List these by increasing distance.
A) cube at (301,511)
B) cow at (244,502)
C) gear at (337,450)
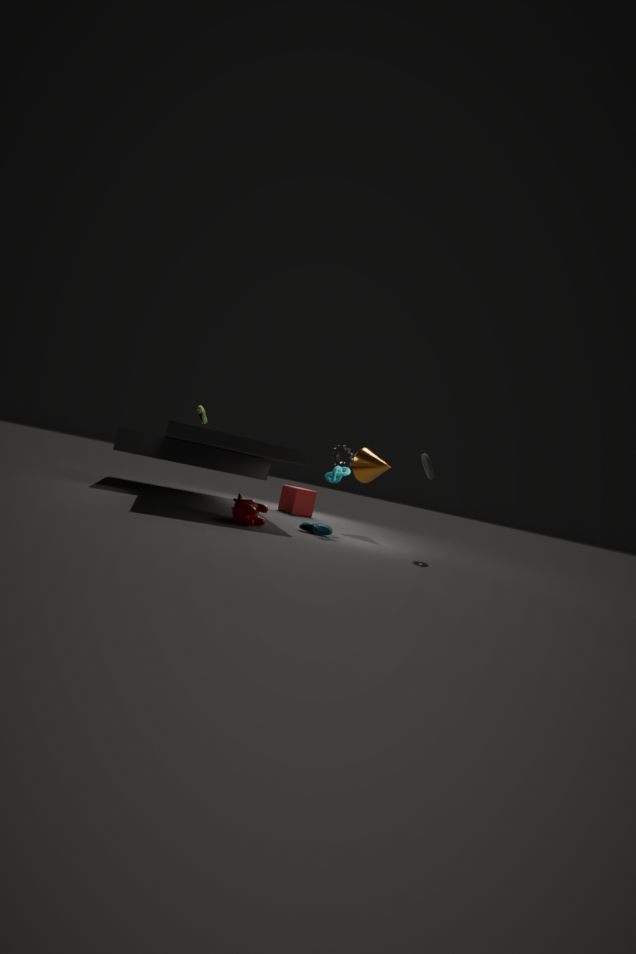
cow at (244,502), gear at (337,450), cube at (301,511)
